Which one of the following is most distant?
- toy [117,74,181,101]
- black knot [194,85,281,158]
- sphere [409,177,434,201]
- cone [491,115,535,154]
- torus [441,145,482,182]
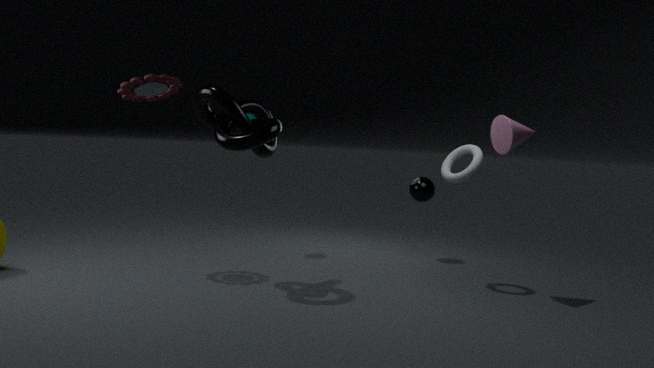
sphere [409,177,434,201]
